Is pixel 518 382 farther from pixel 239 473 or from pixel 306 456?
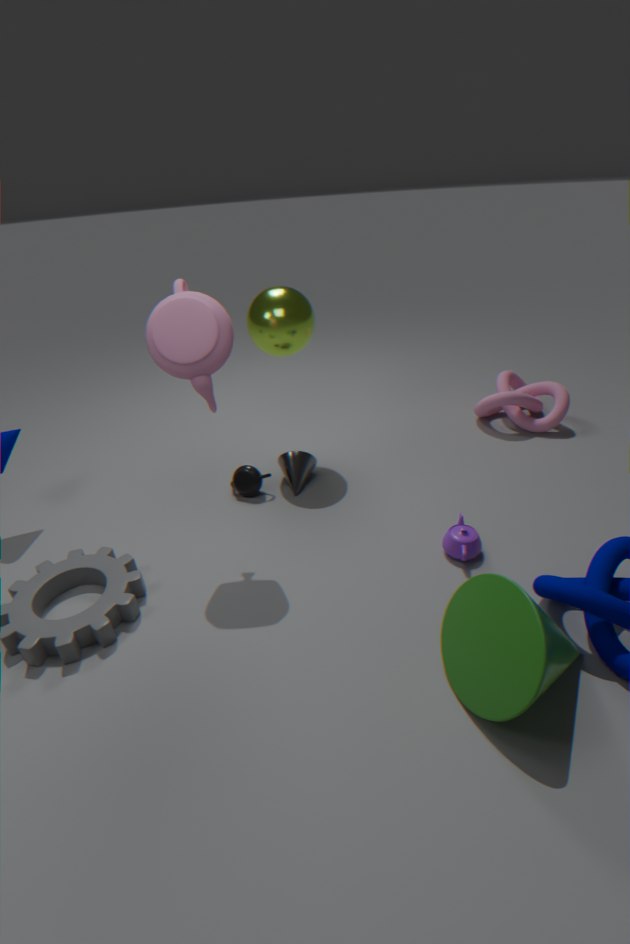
pixel 239 473
